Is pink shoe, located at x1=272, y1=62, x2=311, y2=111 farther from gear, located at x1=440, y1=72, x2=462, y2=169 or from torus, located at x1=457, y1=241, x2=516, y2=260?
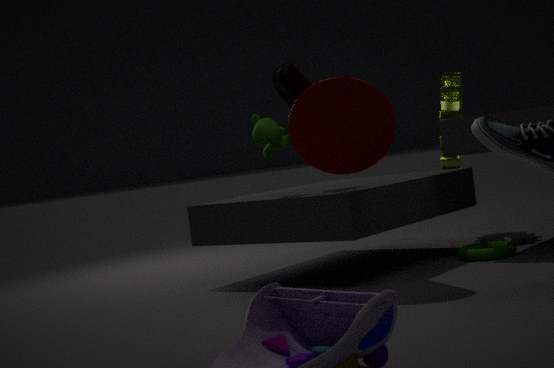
torus, located at x1=457, y1=241, x2=516, y2=260
